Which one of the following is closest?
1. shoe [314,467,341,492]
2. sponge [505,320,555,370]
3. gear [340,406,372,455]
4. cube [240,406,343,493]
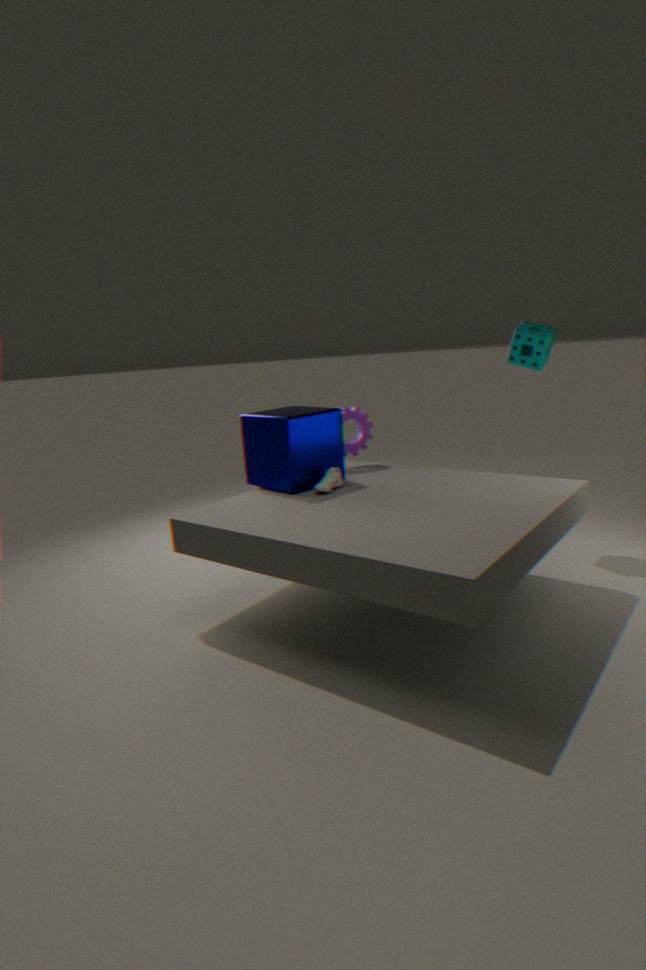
shoe [314,467,341,492]
